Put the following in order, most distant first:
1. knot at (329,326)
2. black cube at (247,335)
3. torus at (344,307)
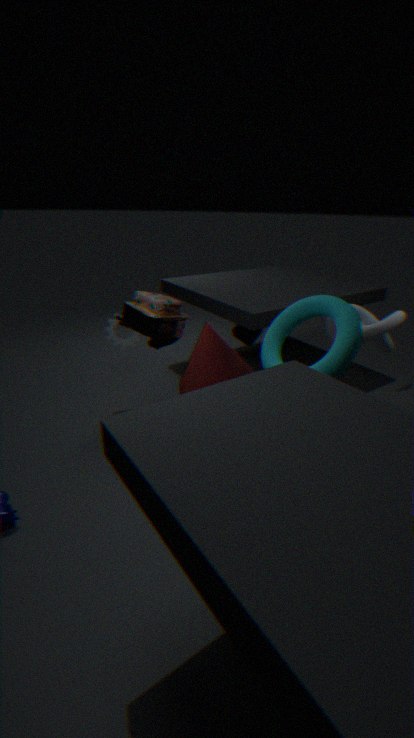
black cube at (247,335)
knot at (329,326)
torus at (344,307)
